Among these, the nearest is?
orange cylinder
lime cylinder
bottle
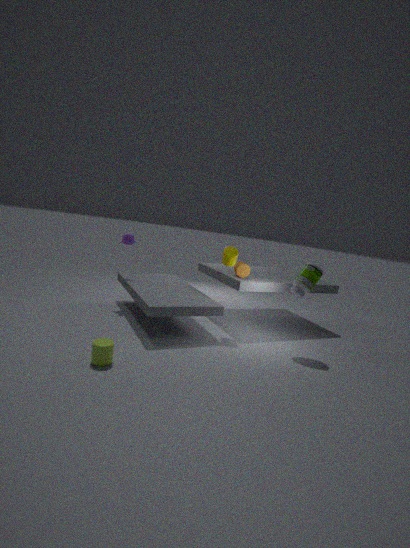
lime cylinder
